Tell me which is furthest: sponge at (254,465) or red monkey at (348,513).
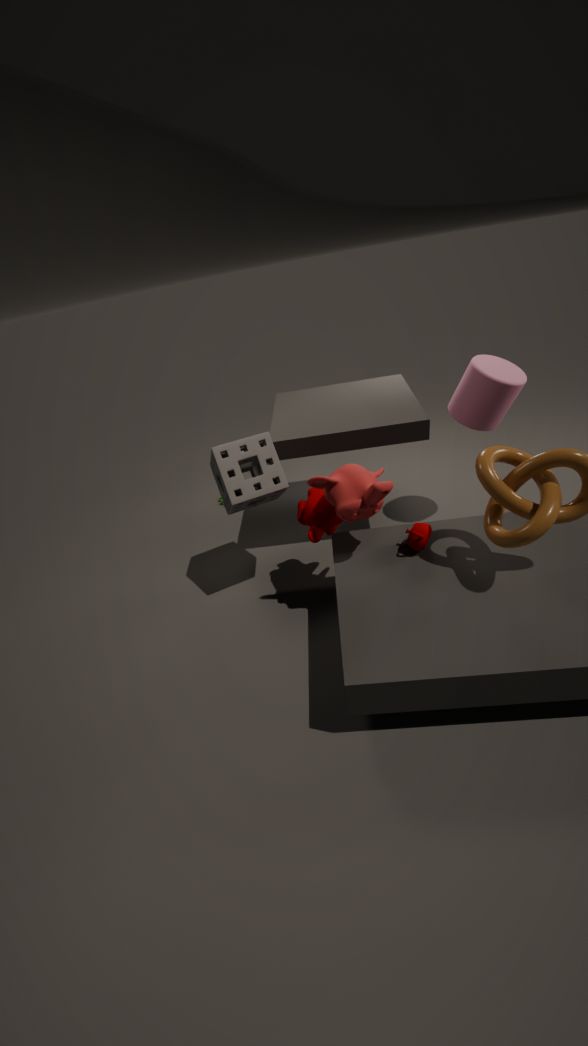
sponge at (254,465)
